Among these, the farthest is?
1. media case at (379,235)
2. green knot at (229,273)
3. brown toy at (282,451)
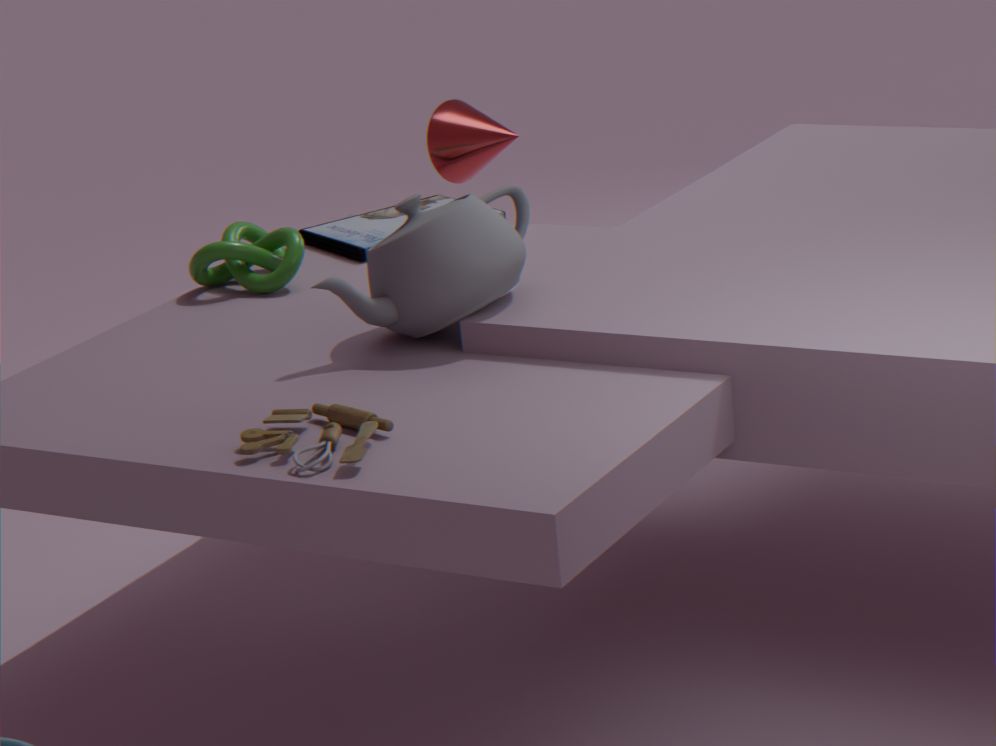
media case at (379,235)
